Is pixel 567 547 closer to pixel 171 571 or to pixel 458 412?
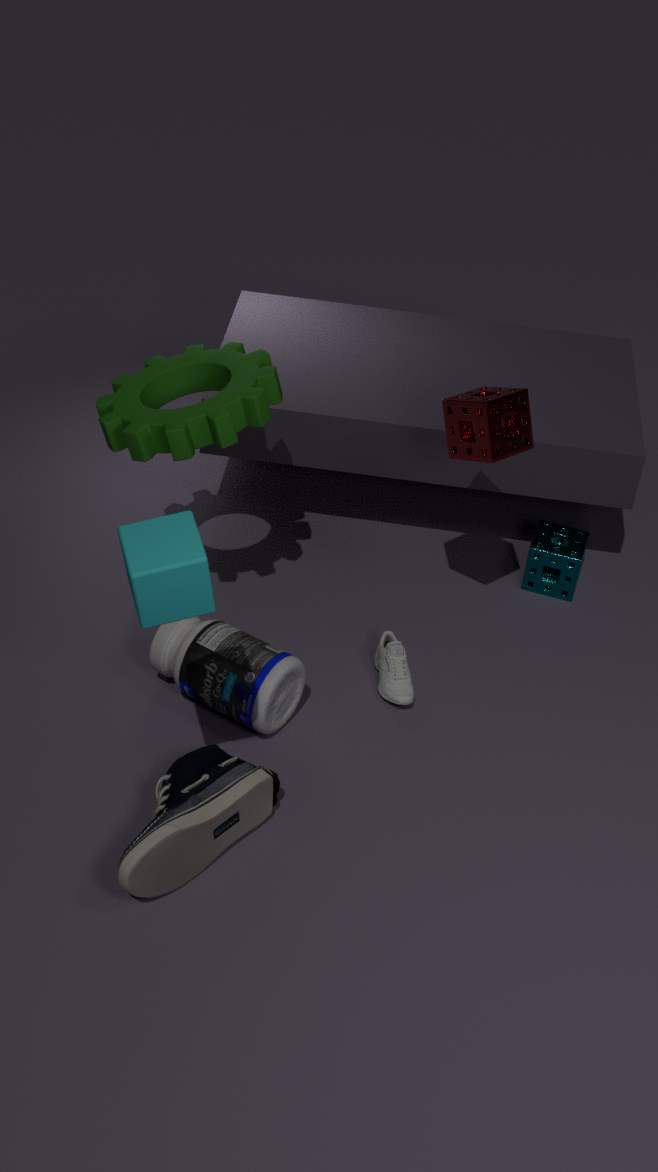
pixel 458 412
